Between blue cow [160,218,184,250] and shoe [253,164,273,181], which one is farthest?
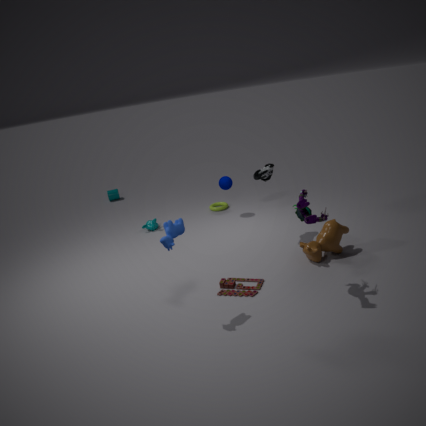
shoe [253,164,273,181]
